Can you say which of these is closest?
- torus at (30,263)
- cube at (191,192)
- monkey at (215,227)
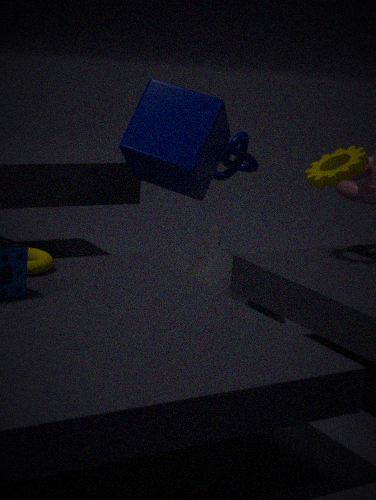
torus at (30,263)
